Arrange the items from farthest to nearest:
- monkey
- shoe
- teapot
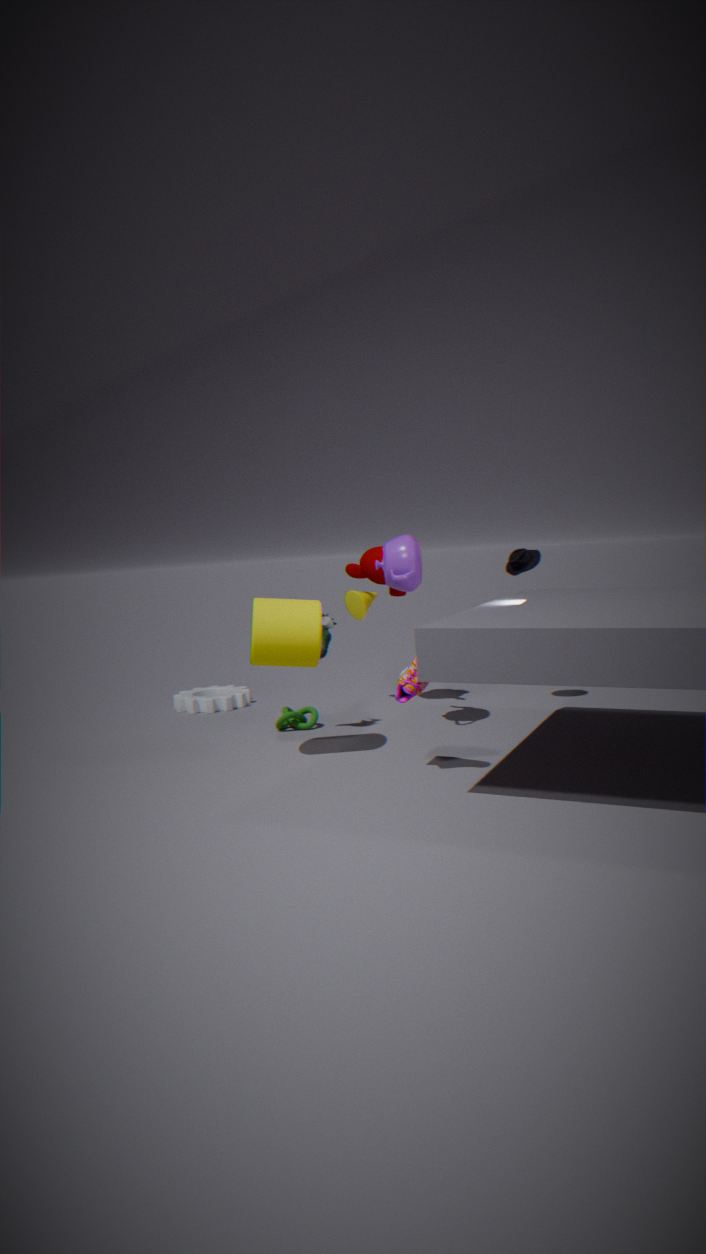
1. monkey
2. teapot
3. shoe
